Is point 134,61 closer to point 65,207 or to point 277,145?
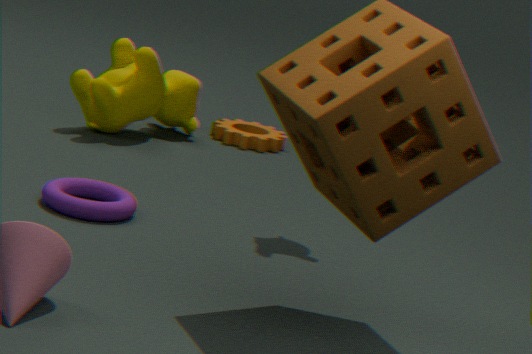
point 277,145
